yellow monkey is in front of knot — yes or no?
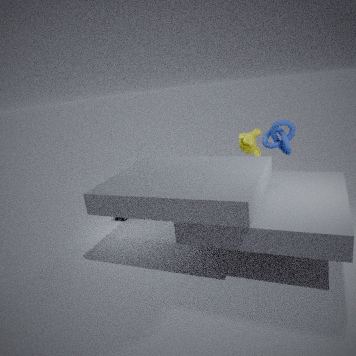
No
